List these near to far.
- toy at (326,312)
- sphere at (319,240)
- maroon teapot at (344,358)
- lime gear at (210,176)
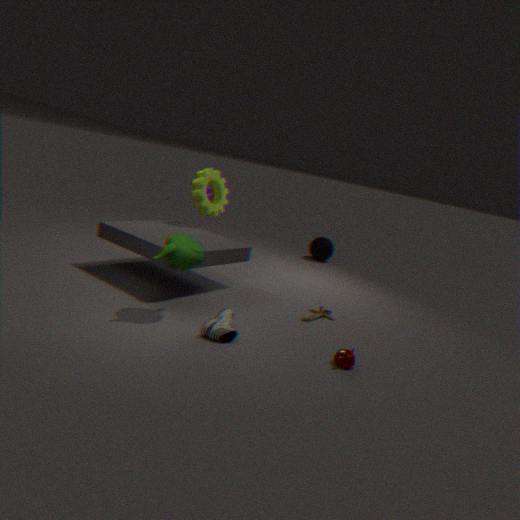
1. maroon teapot at (344,358)
2. toy at (326,312)
3. lime gear at (210,176)
4. sphere at (319,240)
